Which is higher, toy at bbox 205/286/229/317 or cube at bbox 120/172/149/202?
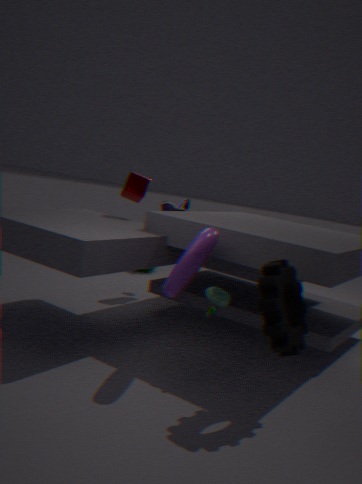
cube at bbox 120/172/149/202
